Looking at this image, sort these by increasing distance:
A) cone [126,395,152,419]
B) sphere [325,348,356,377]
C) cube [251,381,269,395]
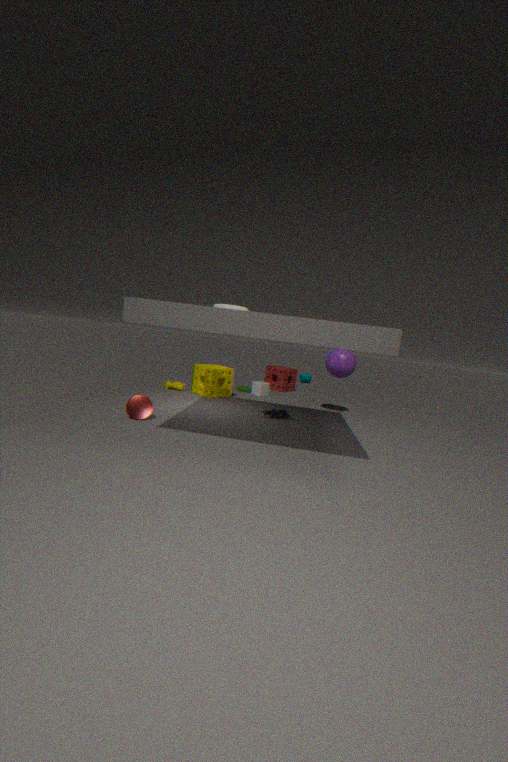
A. cone [126,395,152,419]
B. sphere [325,348,356,377]
C. cube [251,381,269,395]
